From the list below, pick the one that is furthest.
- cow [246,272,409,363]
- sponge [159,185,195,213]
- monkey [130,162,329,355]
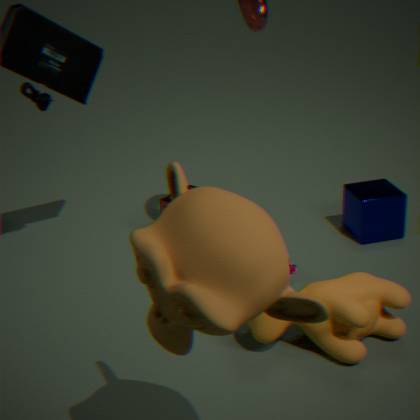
sponge [159,185,195,213]
